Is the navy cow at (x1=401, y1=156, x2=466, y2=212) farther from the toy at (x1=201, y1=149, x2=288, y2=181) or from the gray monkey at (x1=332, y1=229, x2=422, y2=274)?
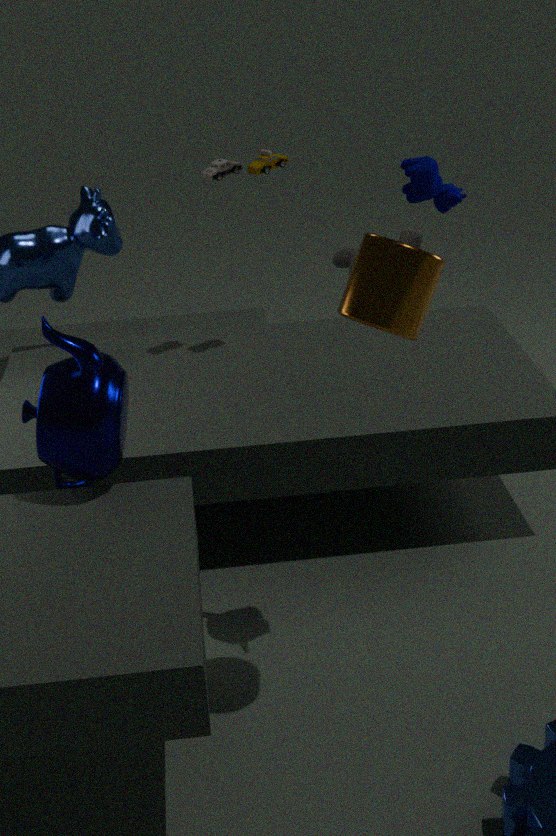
the gray monkey at (x1=332, y1=229, x2=422, y2=274)
